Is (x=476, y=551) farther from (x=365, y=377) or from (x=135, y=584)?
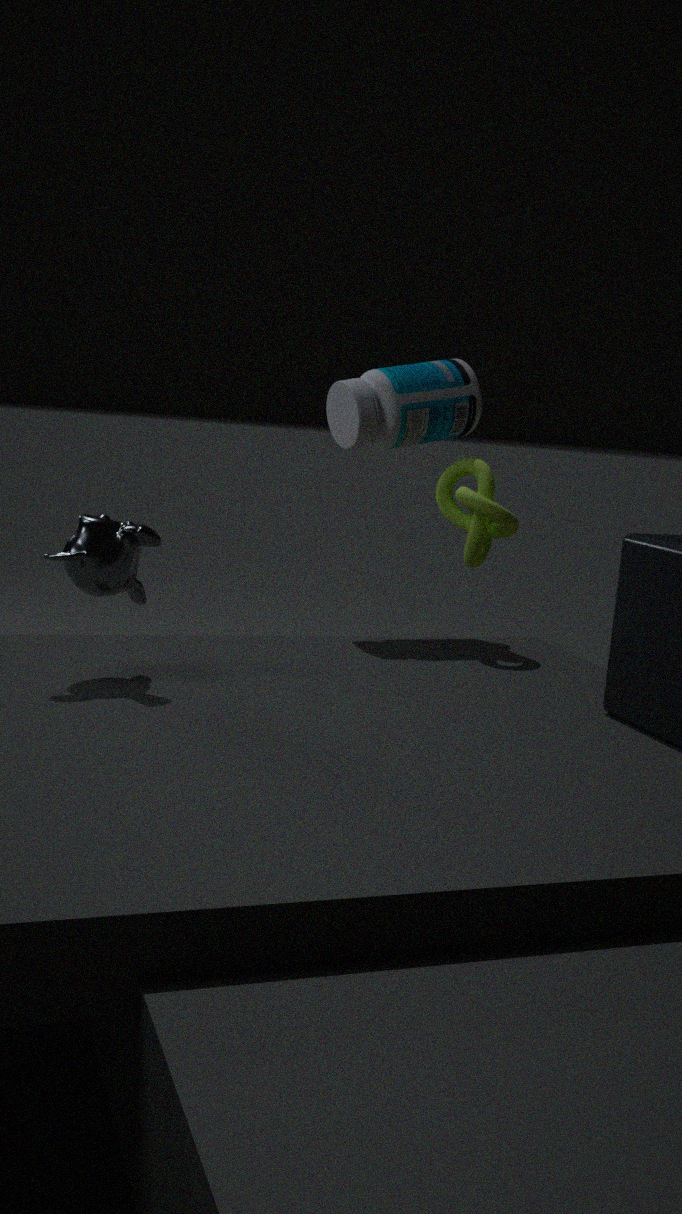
(x=135, y=584)
